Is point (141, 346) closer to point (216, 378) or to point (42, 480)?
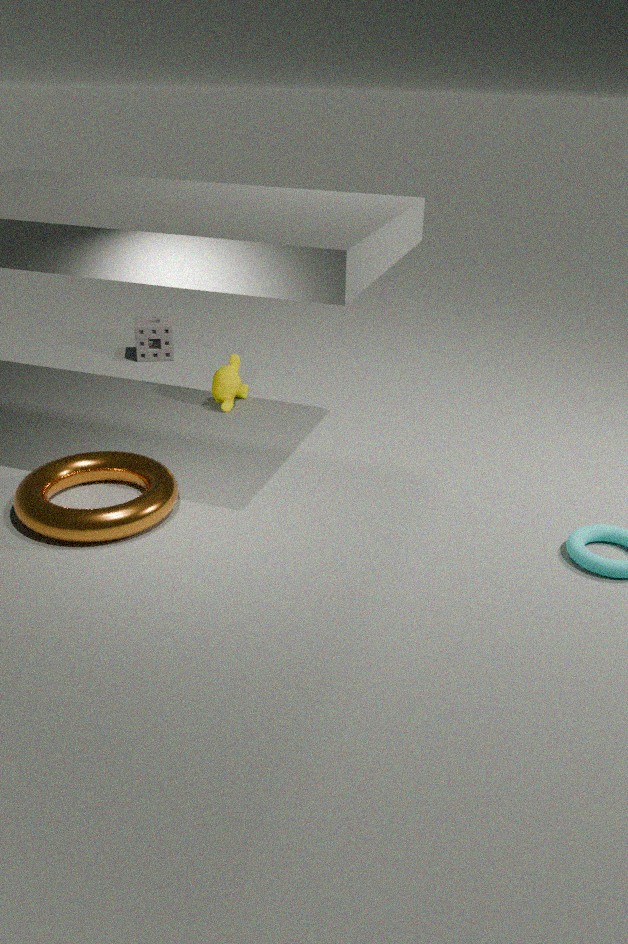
point (216, 378)
